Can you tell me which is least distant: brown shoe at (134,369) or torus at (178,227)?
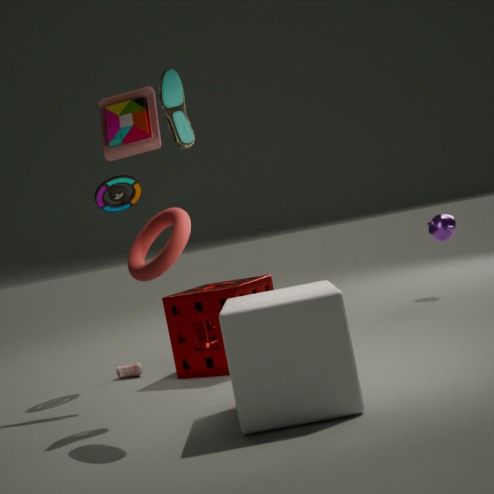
torus at (178,227)
